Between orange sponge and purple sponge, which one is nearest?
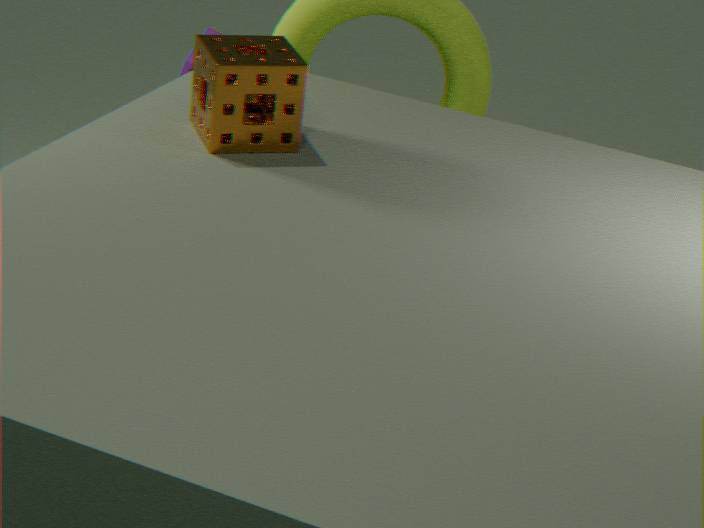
orange sponge
